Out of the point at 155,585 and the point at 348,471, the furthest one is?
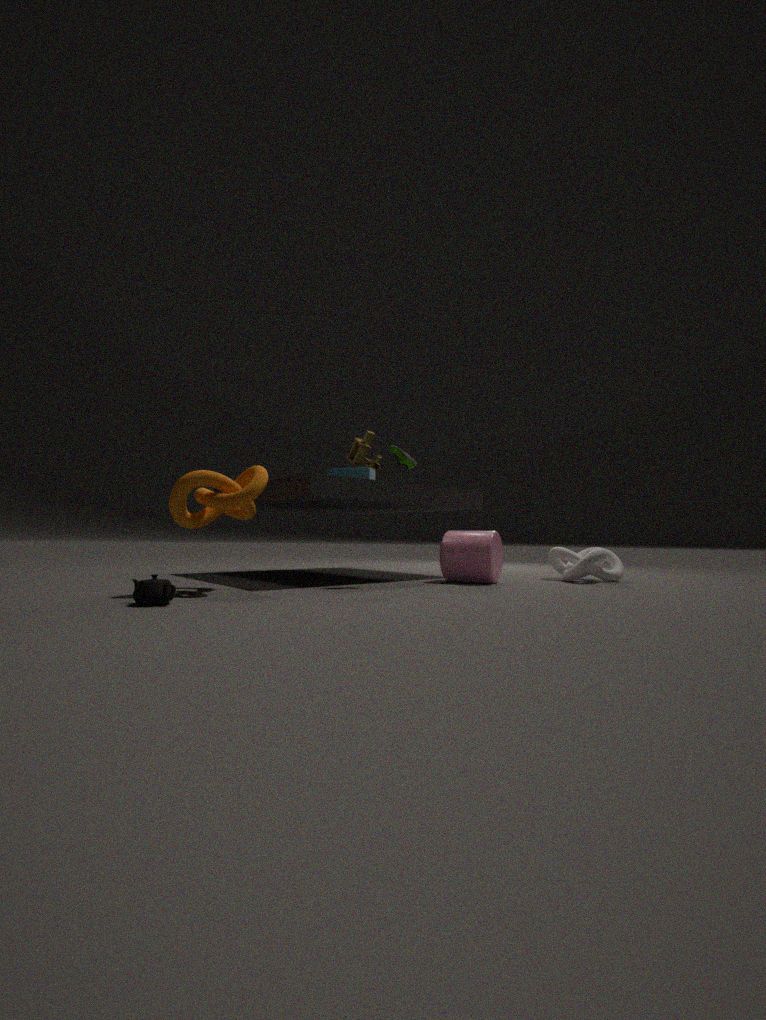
the point at 348,471
